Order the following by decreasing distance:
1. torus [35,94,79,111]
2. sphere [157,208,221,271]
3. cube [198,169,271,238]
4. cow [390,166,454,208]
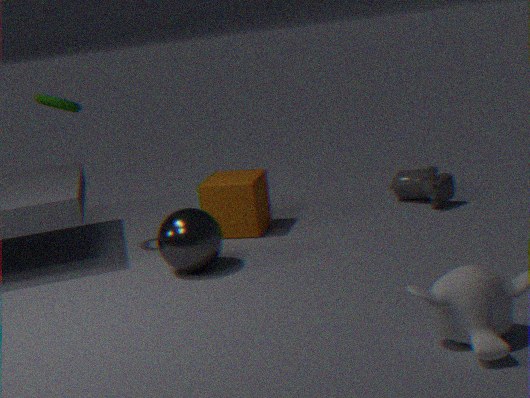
cow [390,166,454,208] < cube [198,169,271,238] < torus [35,94,79,111] < sphere [157,208,221,271]
